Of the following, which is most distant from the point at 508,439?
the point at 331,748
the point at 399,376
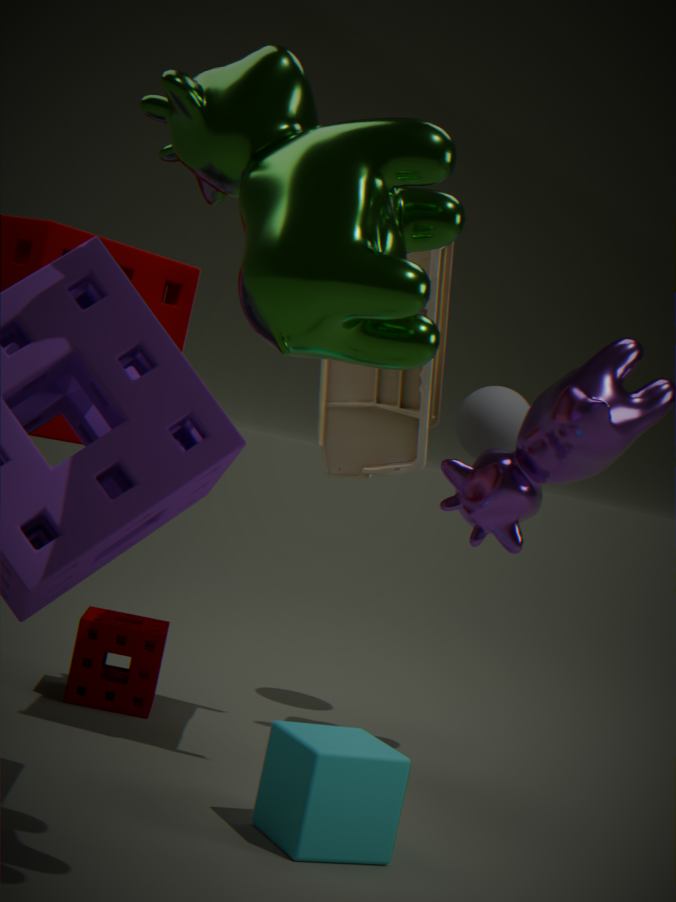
the point at 331,748
